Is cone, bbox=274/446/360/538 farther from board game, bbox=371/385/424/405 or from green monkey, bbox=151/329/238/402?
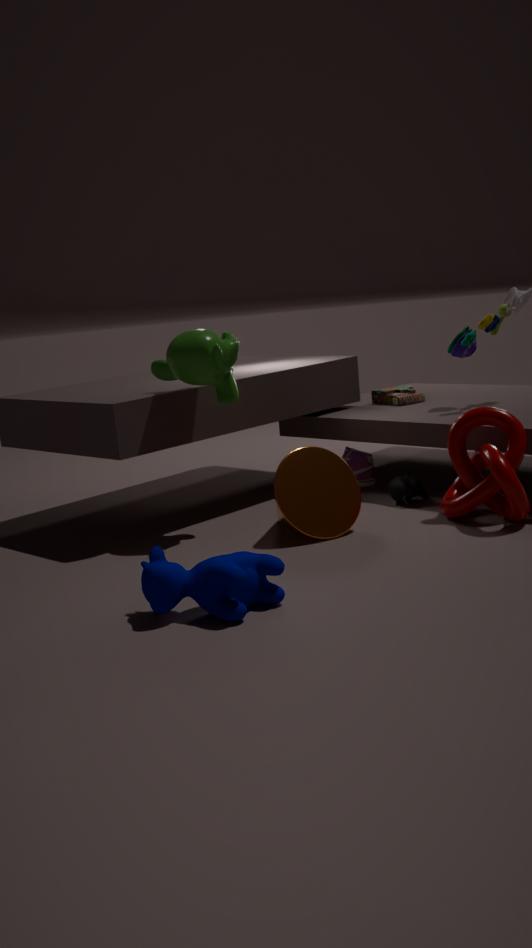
board game, bbox=371/385/424/405
